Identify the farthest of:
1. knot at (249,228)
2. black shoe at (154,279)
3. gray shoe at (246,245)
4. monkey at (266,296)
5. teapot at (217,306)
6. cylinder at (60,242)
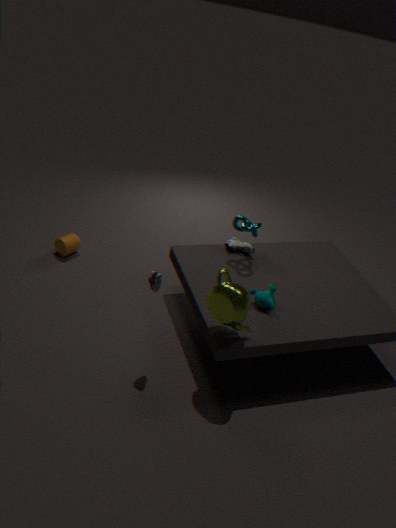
cylinder at (60,242)
